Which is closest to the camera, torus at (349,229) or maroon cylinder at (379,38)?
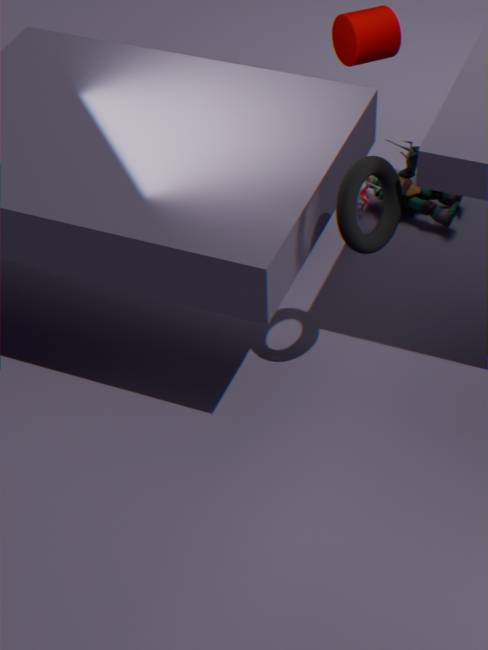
torus at (349,229)
